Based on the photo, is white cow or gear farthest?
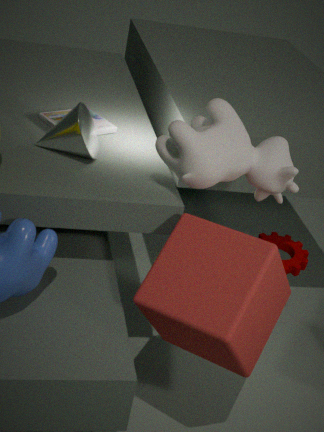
gear
